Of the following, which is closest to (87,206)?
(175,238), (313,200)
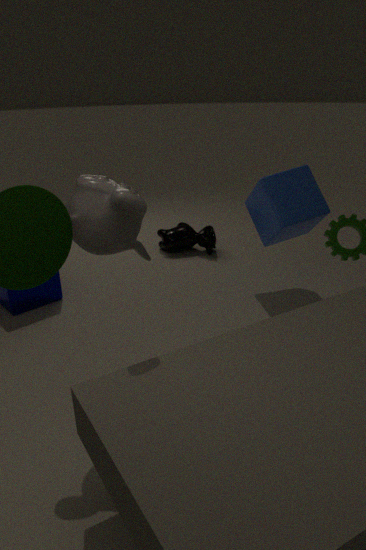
(313,200)
